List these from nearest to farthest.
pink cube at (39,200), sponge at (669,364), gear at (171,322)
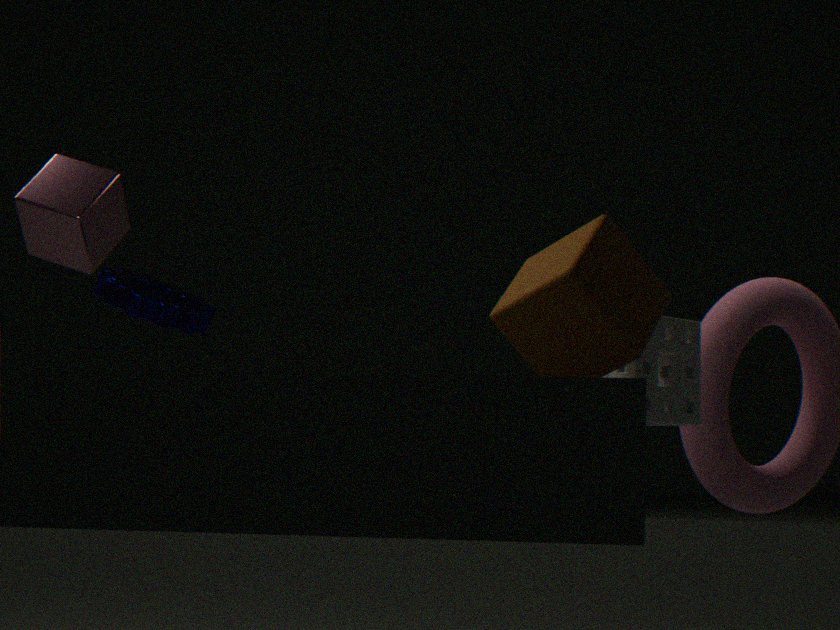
sponge at (669,364) → gear at (171,322) → pink cube at (39,200)
